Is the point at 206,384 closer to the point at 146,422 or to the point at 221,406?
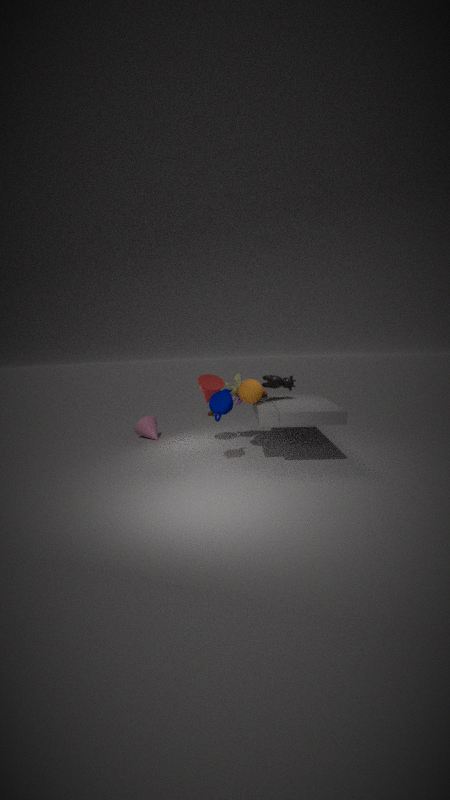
the point at 221,406
